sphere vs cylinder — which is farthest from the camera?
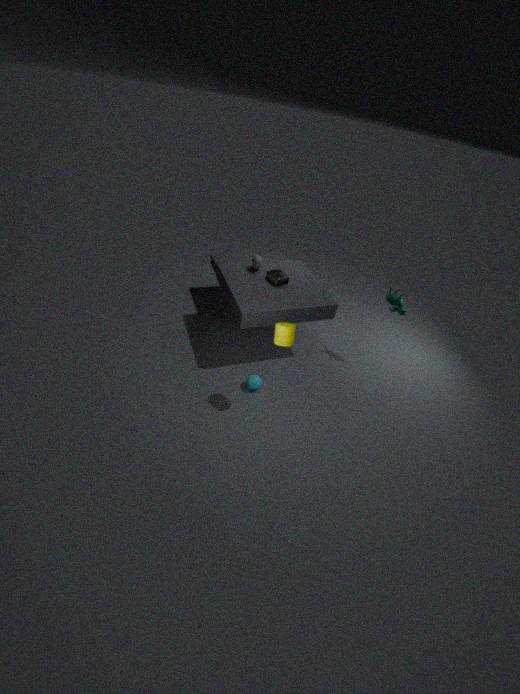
sphere
